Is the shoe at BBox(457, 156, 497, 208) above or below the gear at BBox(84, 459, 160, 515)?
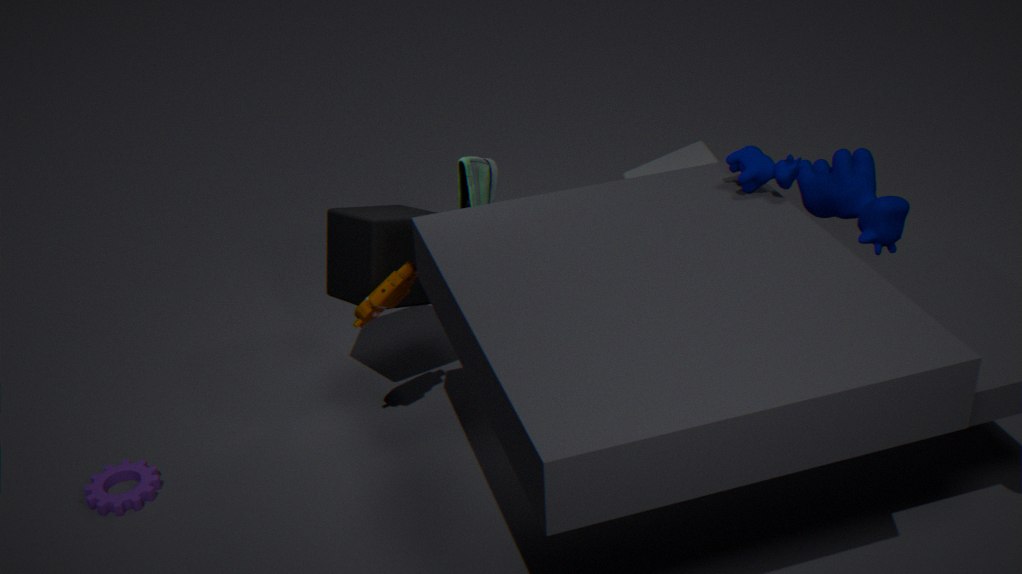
above
